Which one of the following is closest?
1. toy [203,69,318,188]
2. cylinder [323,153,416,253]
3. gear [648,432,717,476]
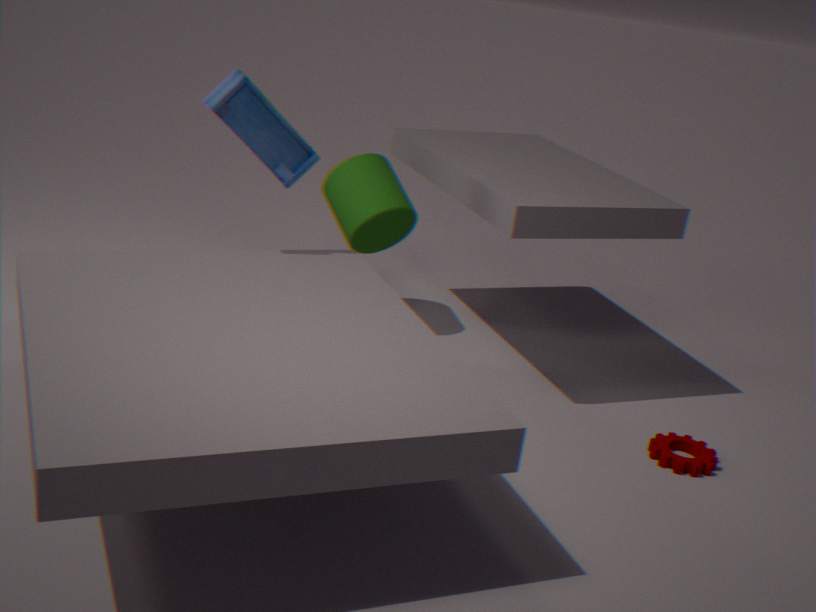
gear [648,432,717,476]
